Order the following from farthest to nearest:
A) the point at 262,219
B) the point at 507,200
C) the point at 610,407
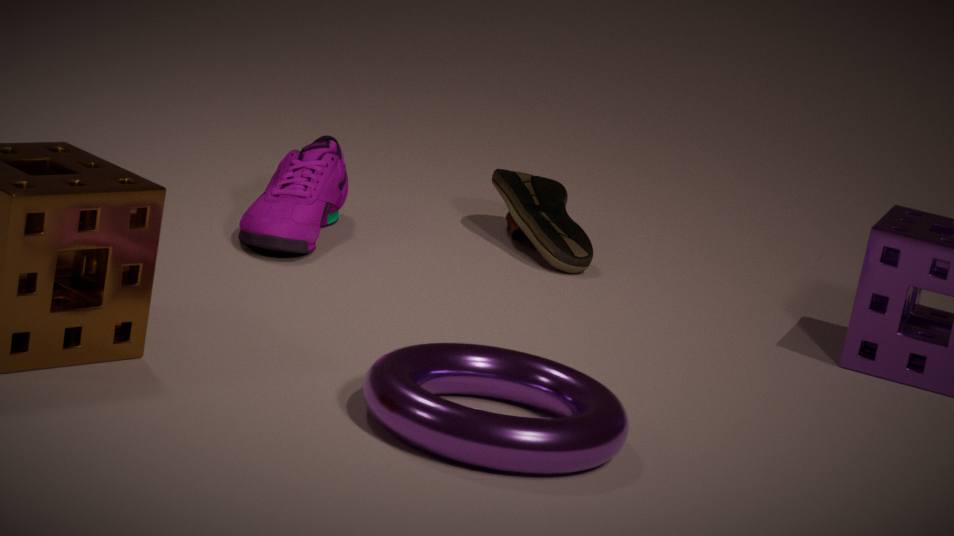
1. the point at 507,200
2. the point at 262,219
3. the point at 610,407
